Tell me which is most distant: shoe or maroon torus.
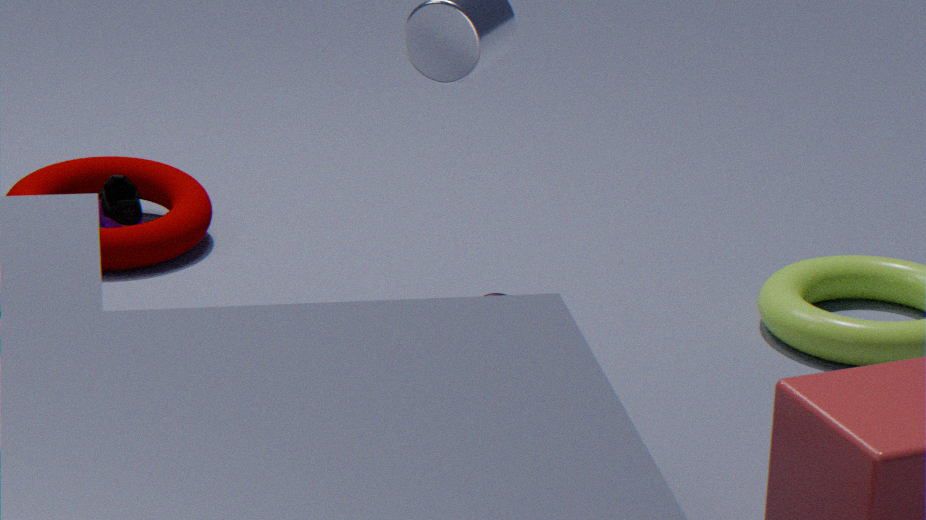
shoe
